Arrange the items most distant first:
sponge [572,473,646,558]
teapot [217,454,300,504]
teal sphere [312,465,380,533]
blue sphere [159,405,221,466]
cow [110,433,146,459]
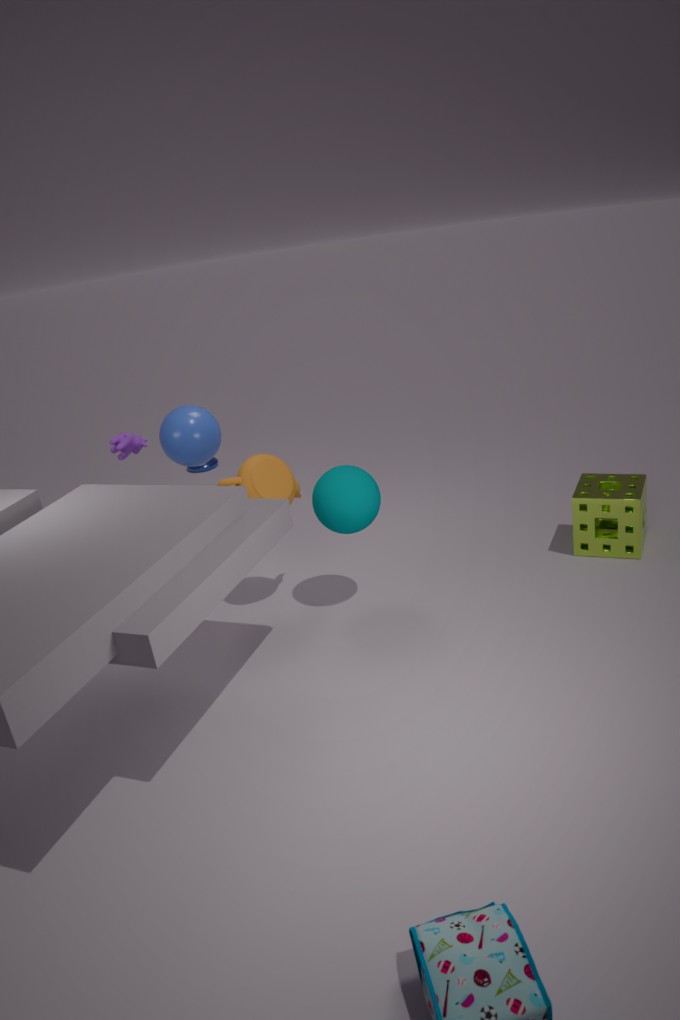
cow [110,433,146,459], blue sphere [159,405,221,466], sponge [572,473,646,558], teapot [217,454,300,504], teal sphere [312,465,380,533]
